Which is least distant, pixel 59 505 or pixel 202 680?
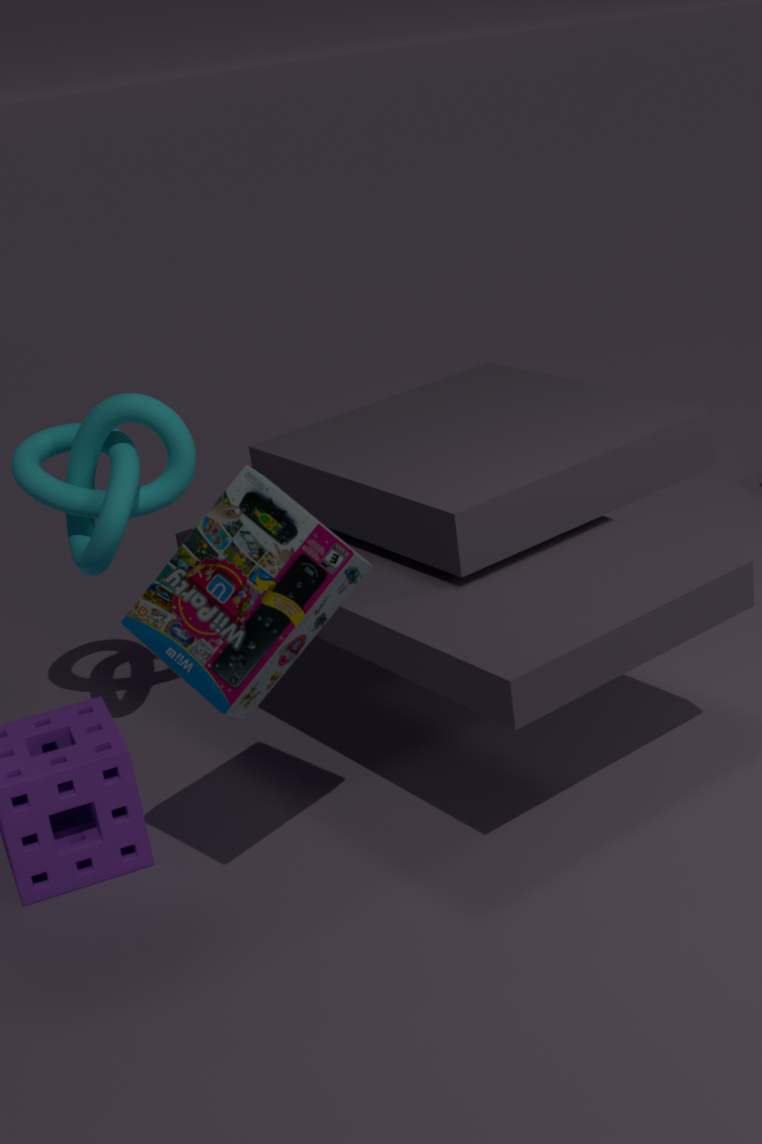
pixel 202 680
